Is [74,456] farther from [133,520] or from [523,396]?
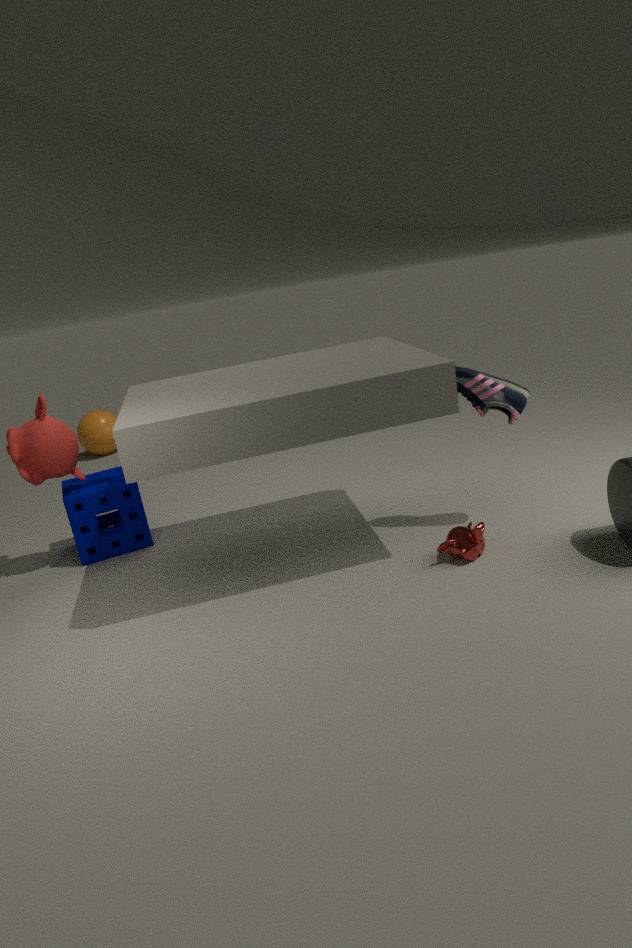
[523,396]
